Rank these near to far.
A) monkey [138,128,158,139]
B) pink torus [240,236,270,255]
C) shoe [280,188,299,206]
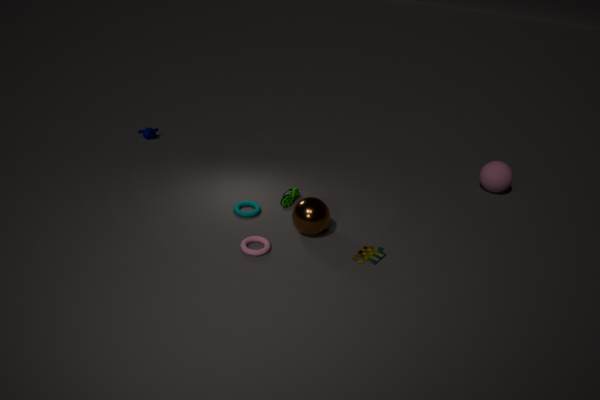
pink torus [240,236,270,255]
shoe [280,188,299,206]
monkey [138,128,158,139]
